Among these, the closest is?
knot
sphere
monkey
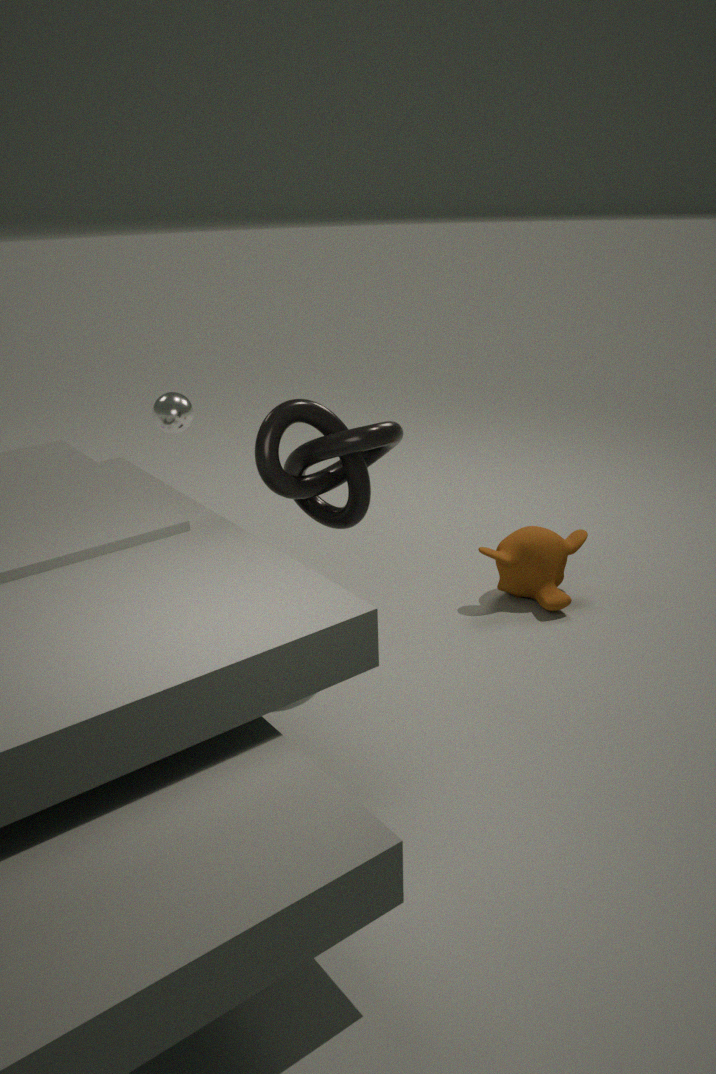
knot
